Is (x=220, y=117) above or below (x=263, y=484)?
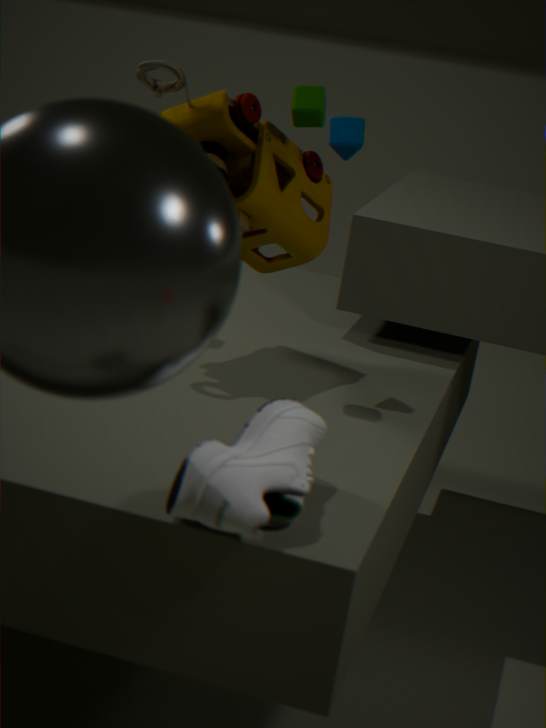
above
